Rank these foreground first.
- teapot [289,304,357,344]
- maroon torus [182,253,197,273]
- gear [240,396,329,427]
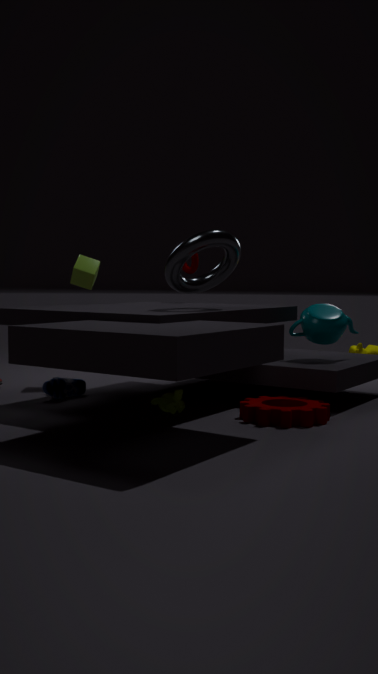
gear [240,396,329,427], teapot [289,304,357,344], maroon torus [182,253,197,273]
